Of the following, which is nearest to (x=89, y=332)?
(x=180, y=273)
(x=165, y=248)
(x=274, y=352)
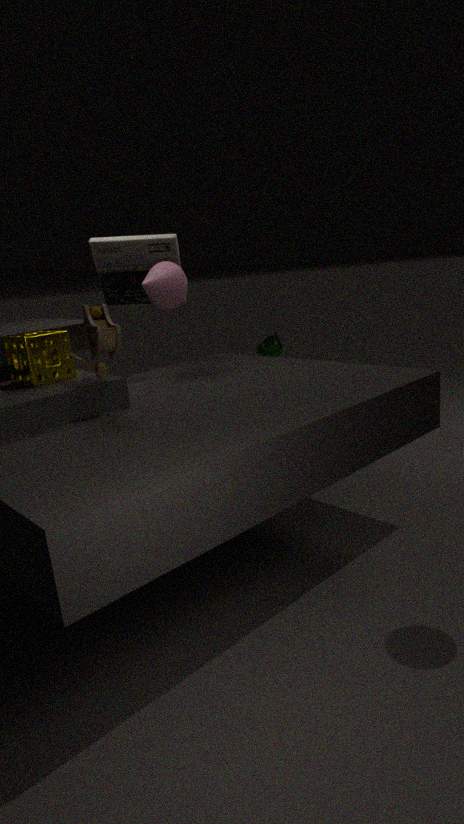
(x=180, y=273)
